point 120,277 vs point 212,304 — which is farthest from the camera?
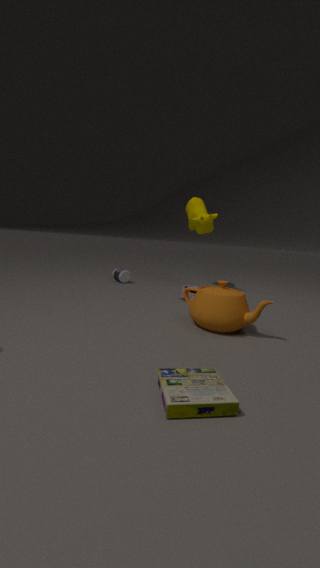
point 120,277
